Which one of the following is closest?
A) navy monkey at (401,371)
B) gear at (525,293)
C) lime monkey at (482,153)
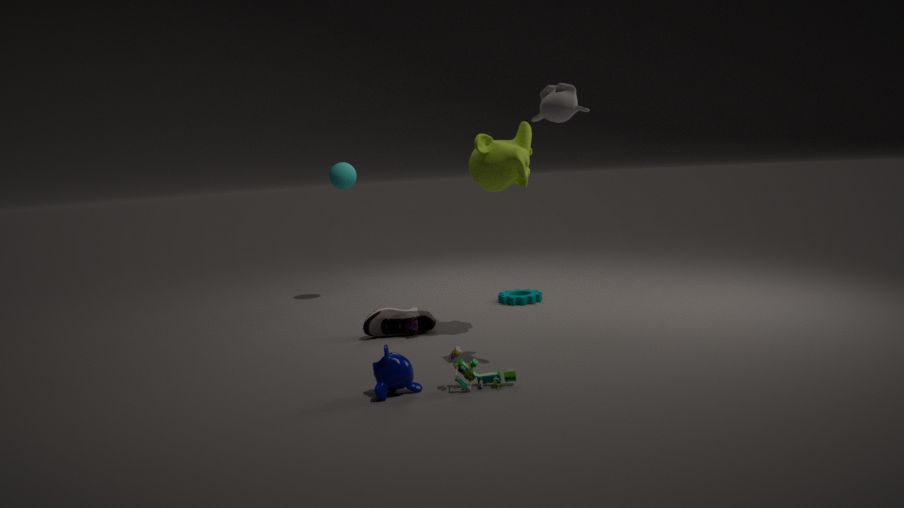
navy monkey at (401,371)
